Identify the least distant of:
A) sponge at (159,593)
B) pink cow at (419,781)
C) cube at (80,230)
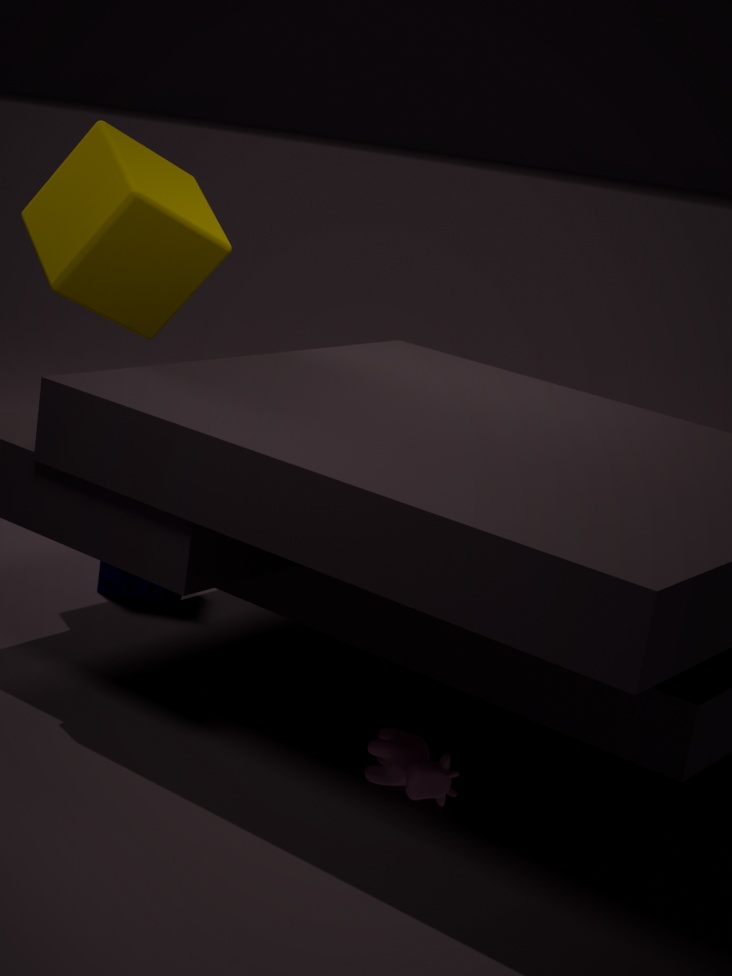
pink cow at (419,781)
